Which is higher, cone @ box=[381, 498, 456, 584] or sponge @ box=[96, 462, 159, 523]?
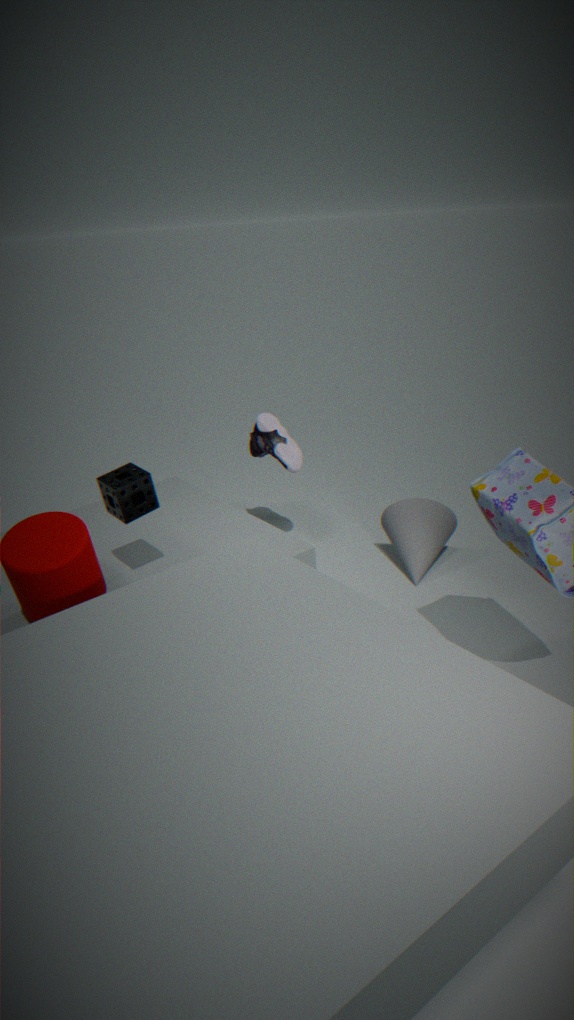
sponge @ box=[96, 462, 159, 523]
